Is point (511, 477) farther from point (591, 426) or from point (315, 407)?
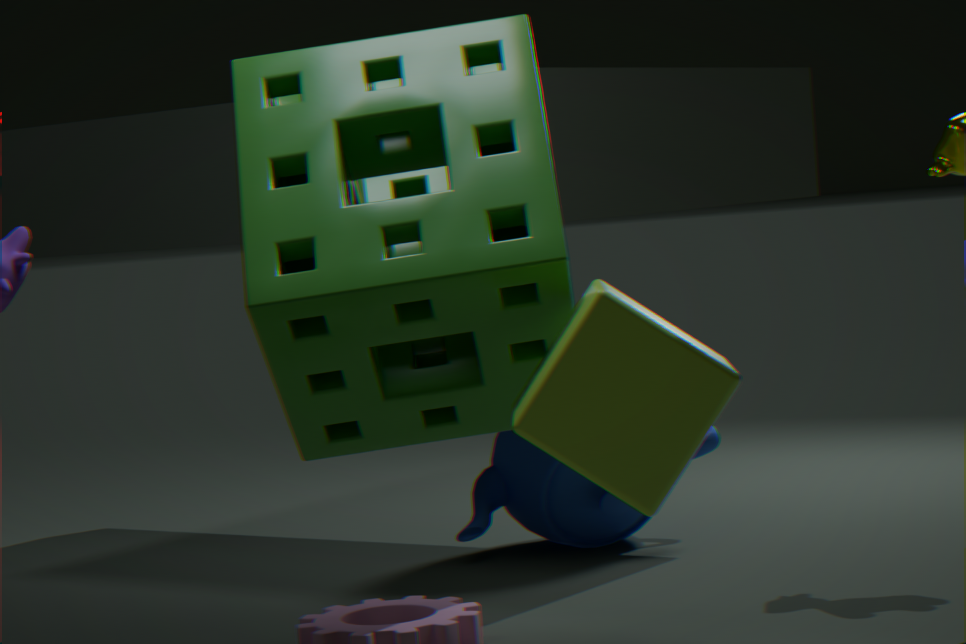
point (591, 426)
